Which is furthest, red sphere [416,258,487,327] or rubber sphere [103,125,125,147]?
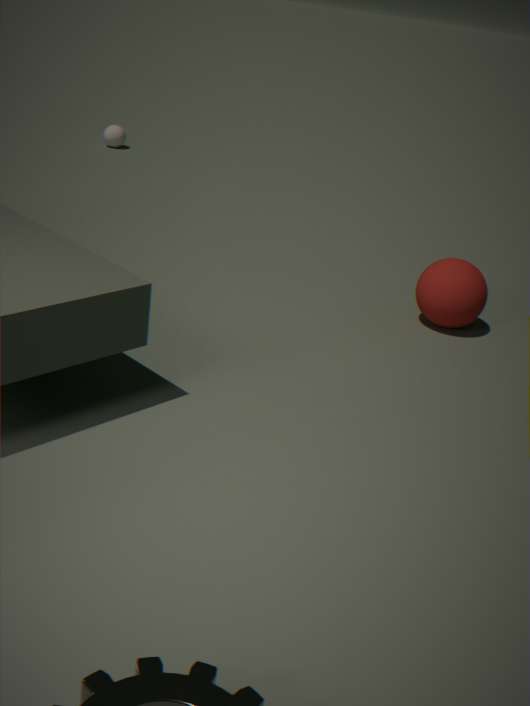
rubber sphere [103,125,125,147]
